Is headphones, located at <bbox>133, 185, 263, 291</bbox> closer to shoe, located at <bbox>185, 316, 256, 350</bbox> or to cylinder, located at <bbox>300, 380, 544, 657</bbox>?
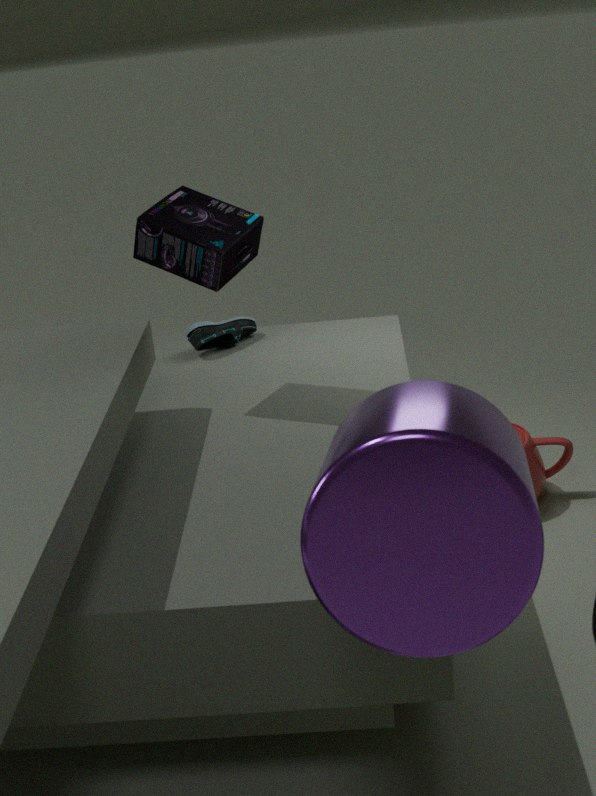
shoe, located at <bbox>185, 316, 256, 350</bbox>
